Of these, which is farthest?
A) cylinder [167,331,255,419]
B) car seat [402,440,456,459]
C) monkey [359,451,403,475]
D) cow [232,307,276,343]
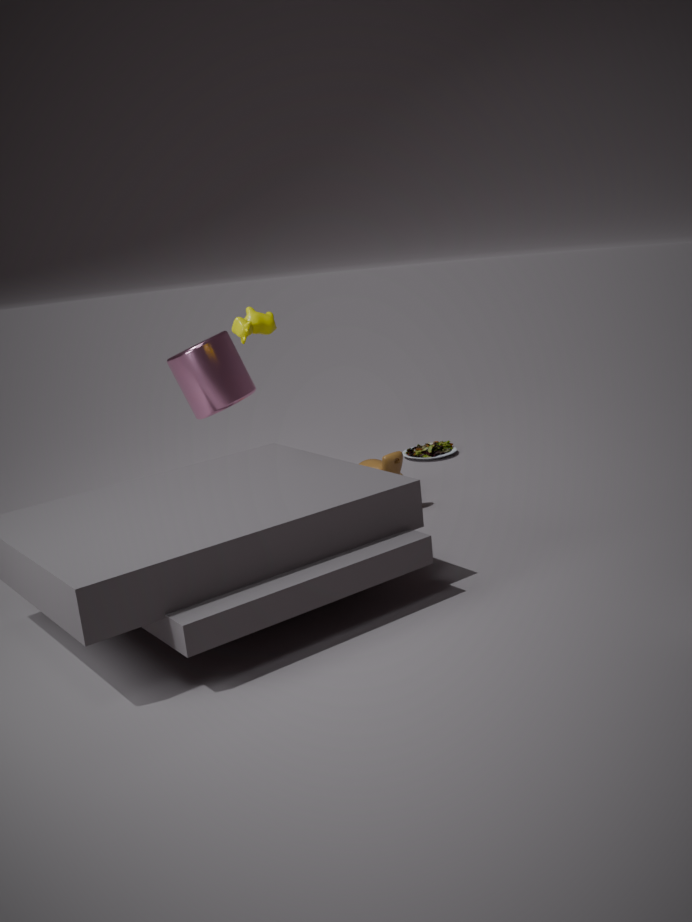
car seat [402,440,456,459]
